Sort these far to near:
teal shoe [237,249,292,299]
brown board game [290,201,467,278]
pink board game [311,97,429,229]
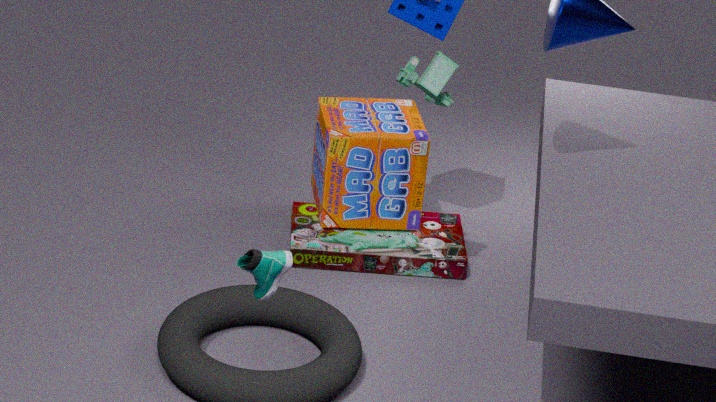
pink board game [311,97,429,229], brown board game [290,201,467,278], teal shoe [237,249,292,299]
